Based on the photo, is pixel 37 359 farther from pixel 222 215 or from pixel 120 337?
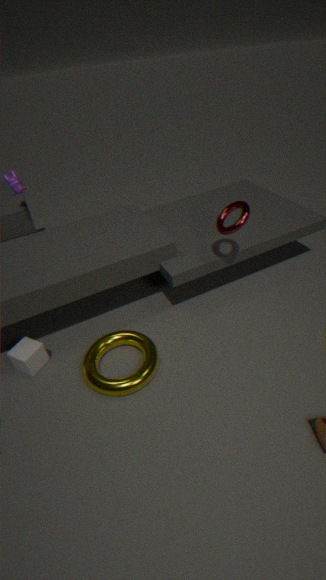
pixel 222 215
